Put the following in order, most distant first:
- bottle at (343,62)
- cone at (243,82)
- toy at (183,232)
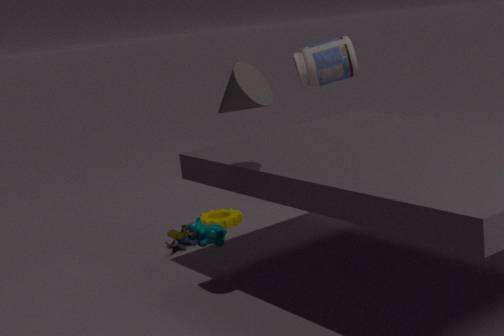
bottle at (343,62) < toy at (183,232) < cone at (243,82)
